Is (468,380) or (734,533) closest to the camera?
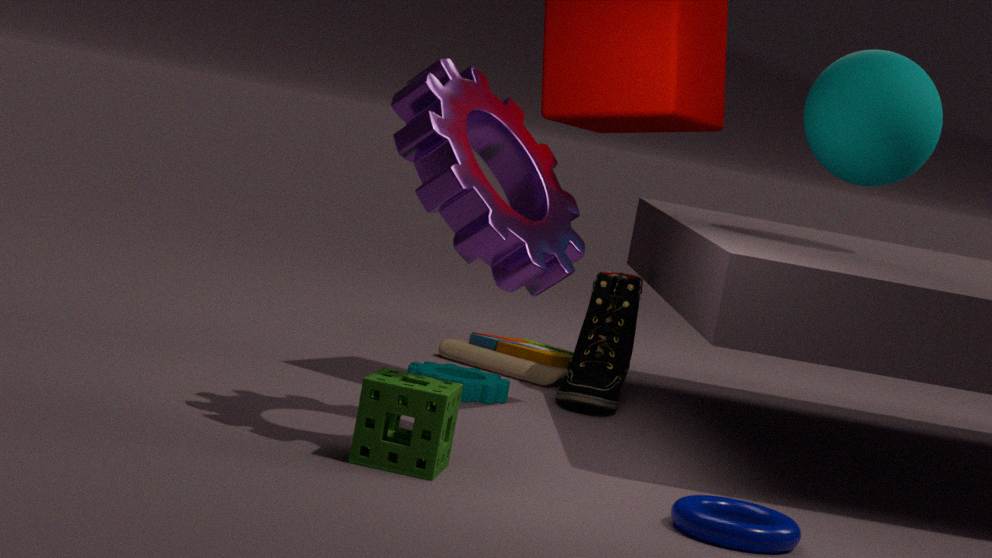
(734,533)
